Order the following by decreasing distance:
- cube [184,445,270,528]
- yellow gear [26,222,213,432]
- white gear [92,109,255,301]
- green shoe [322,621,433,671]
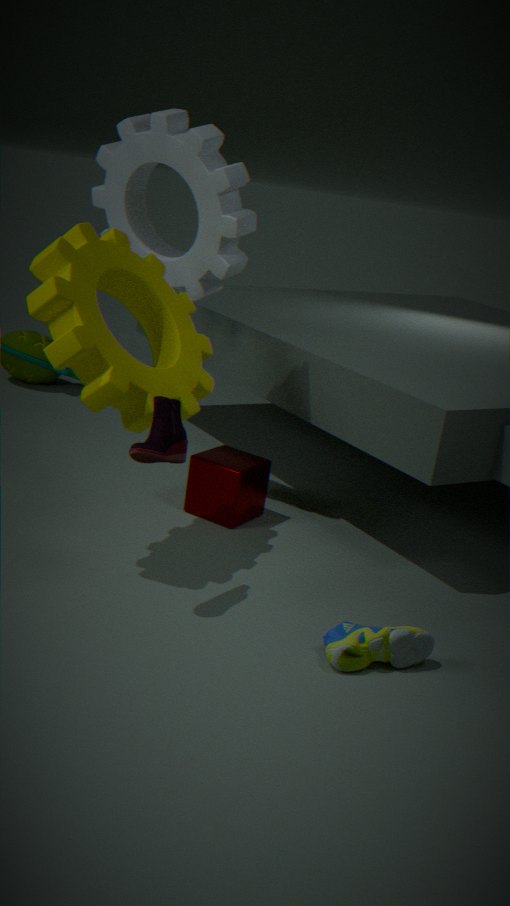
cube [184,445,270,528] < white gear [92,109,255,301] < yellow gear [26,222,213,432] < green shoe [322,621,433,671]
